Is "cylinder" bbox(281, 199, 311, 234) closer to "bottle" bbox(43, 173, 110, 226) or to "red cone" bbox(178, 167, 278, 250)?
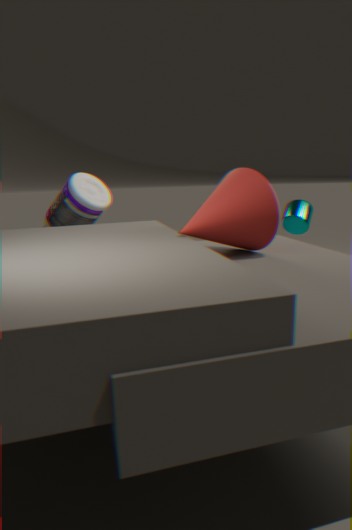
"red cone" bbox(178, 167, 278, 250)
